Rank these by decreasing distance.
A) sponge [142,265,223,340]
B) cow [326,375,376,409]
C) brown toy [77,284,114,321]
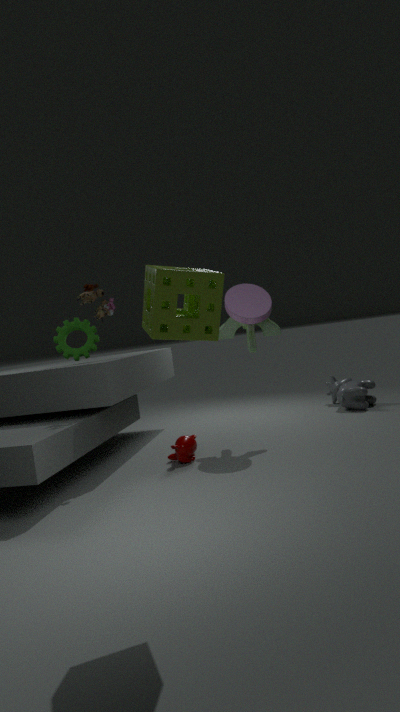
cow [326,375,376,409], brown toy [77,284,114,321], sponge [142,265,223,340]
